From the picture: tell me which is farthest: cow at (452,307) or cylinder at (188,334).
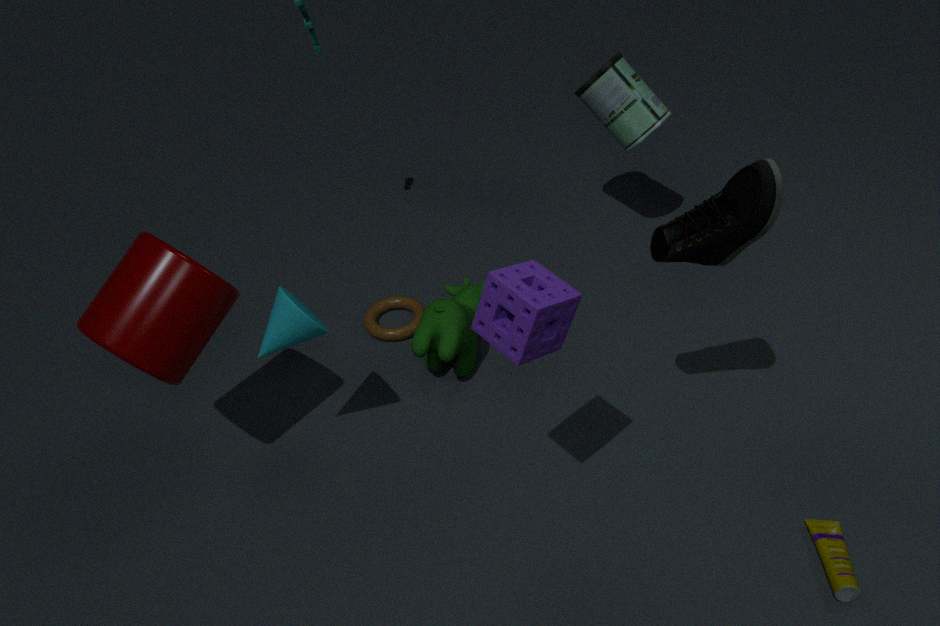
cow at (452,307)
